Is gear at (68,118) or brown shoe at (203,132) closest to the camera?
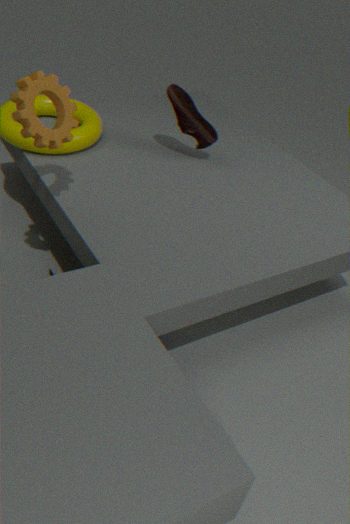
gear at (68,118)
